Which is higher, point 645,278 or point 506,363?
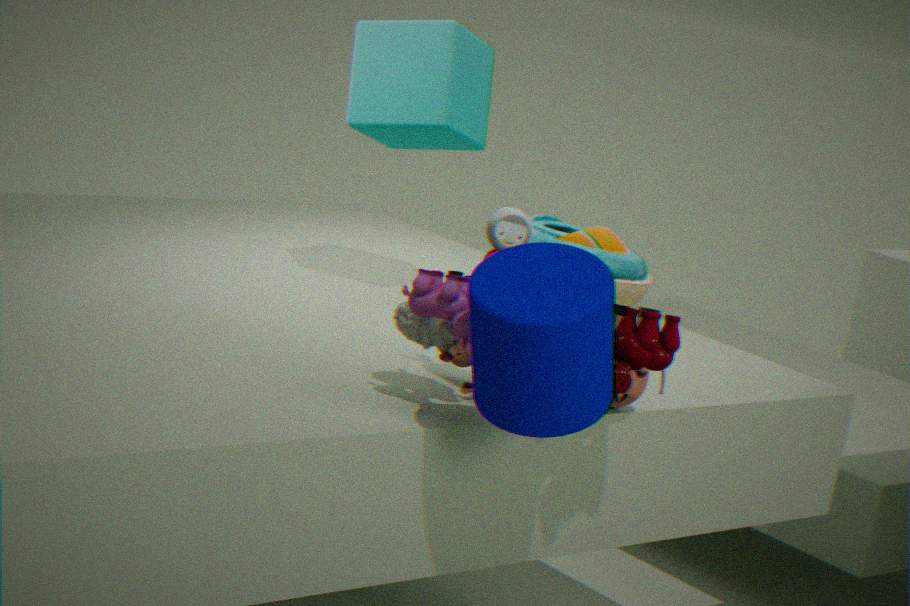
point 506,363
